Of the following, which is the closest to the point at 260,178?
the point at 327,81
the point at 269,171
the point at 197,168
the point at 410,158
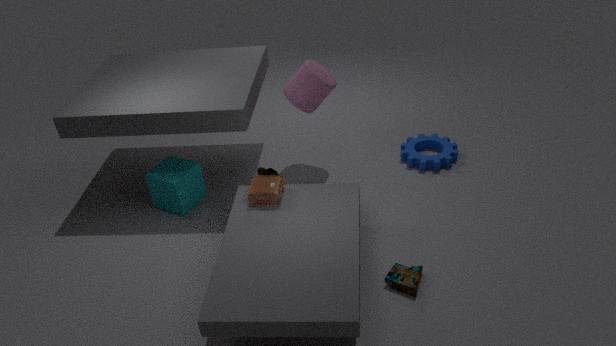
the point at 269,171
